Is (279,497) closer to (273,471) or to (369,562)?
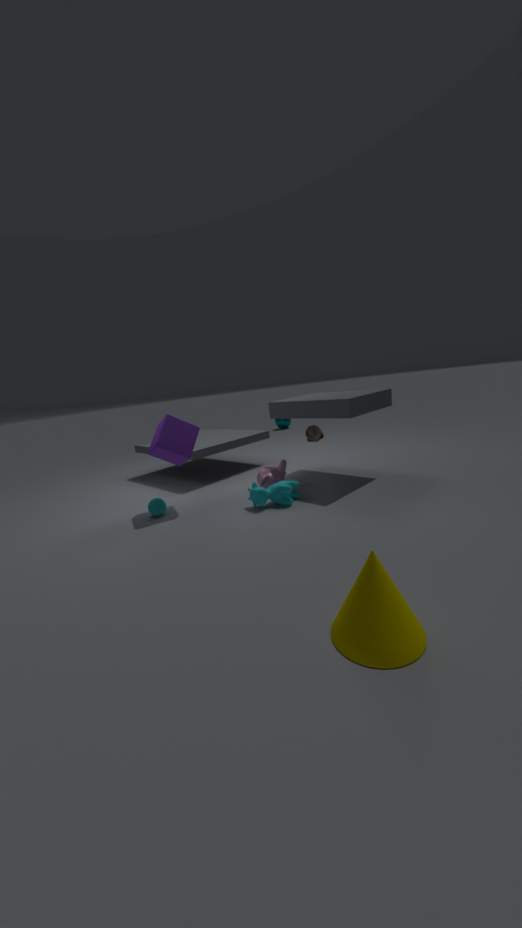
(273,471)
